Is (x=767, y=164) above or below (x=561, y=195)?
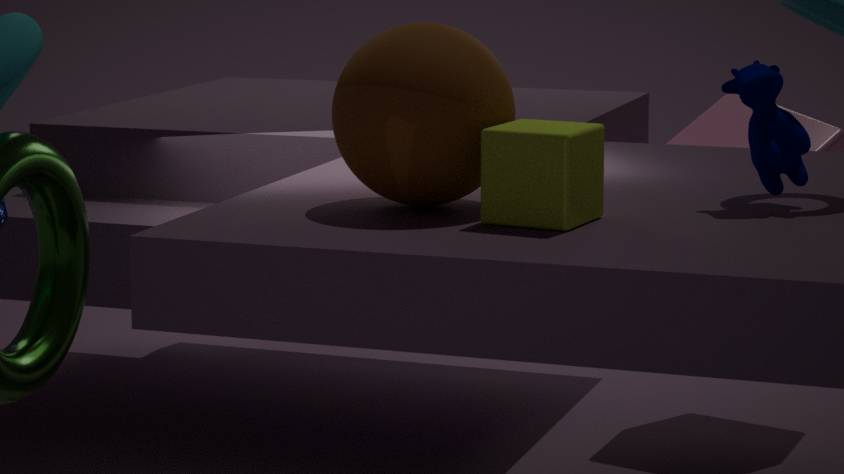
above
